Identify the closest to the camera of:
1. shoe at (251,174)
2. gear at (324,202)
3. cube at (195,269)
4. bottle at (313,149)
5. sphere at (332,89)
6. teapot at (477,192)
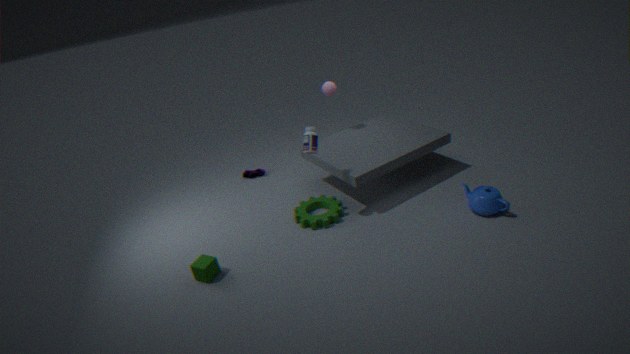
cube at (195,269)
